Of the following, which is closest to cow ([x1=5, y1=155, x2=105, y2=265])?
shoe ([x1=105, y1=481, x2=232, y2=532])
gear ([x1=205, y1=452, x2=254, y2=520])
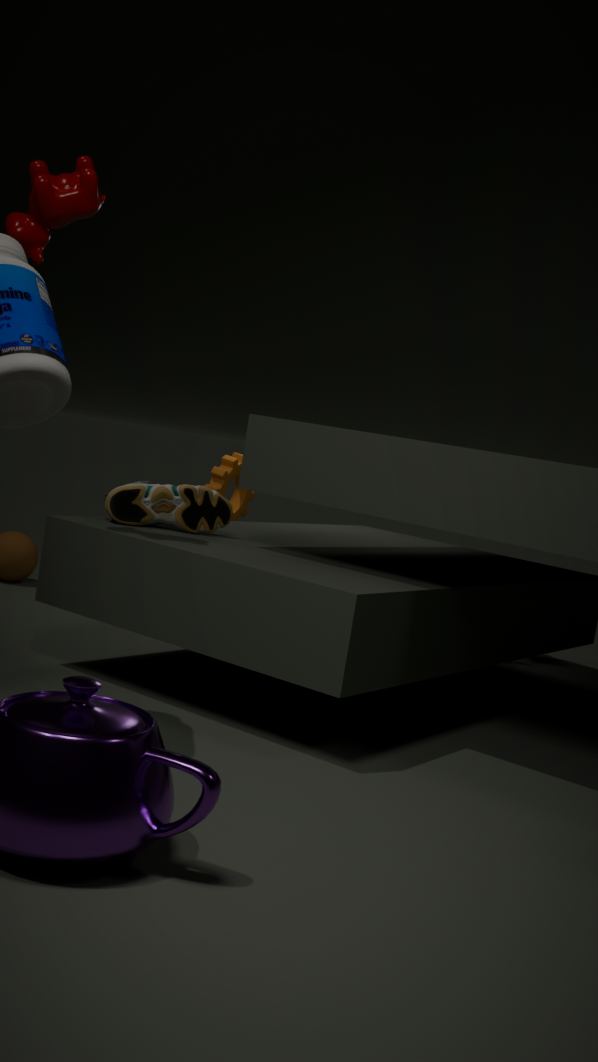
shoe ([x1=105, y1=481, x2=232, y2=532])
